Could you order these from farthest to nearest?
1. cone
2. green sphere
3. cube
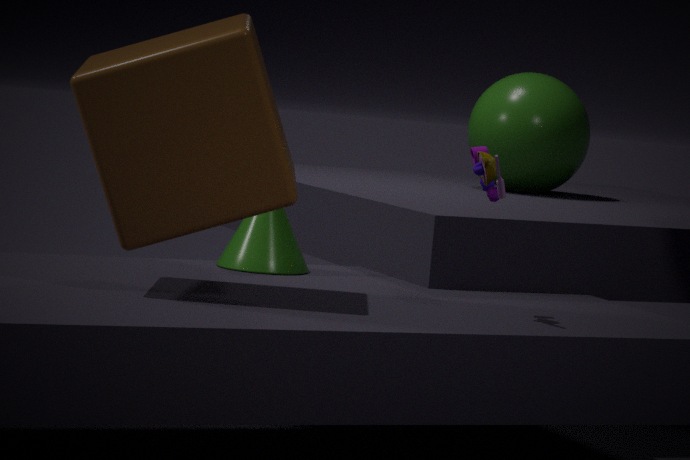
1. green sphere
2. cone
3. cube
